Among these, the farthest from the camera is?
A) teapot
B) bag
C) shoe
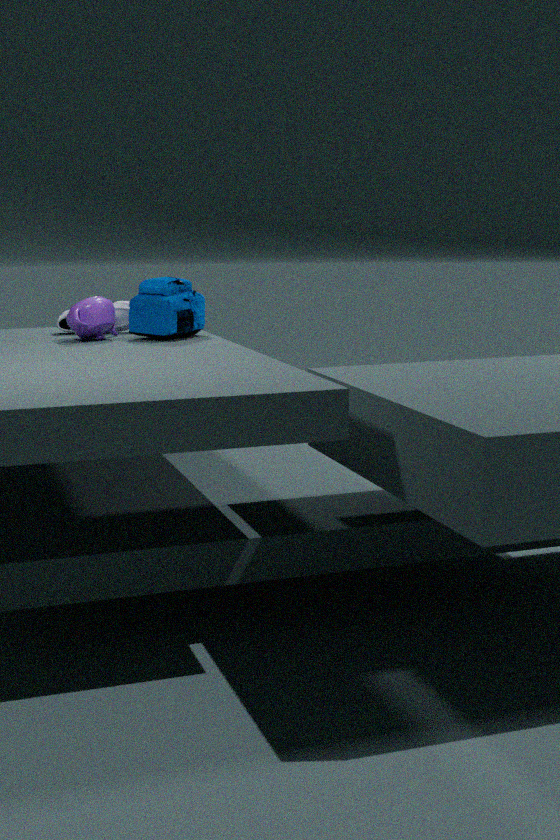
shoe
